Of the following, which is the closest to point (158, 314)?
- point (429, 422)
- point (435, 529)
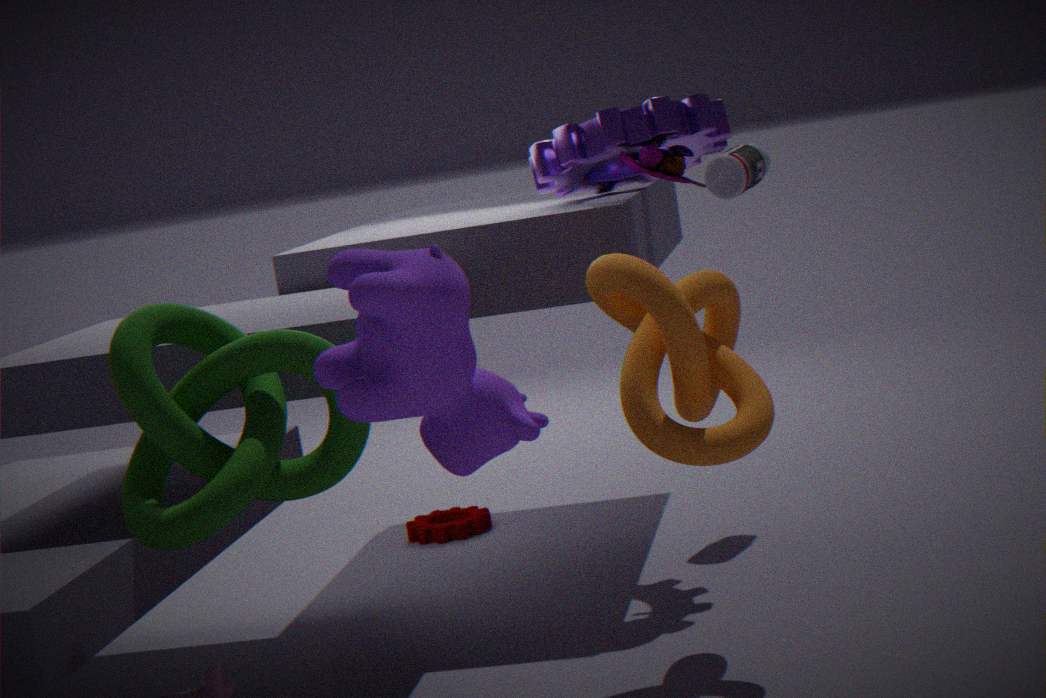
point (429, 422)
